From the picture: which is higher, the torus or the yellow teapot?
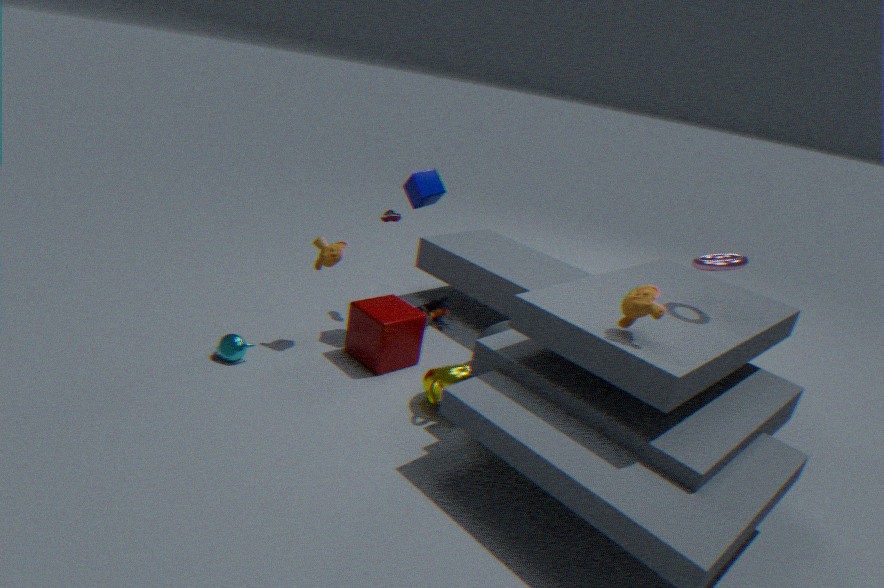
the torus
